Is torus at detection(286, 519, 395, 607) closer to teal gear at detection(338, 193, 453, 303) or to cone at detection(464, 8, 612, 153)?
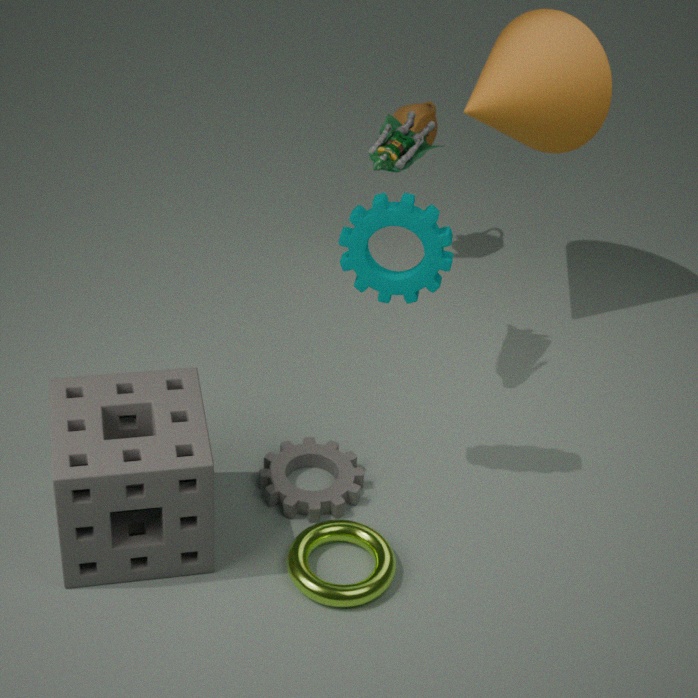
teal gear at detection(338, 193, 453, 303)
